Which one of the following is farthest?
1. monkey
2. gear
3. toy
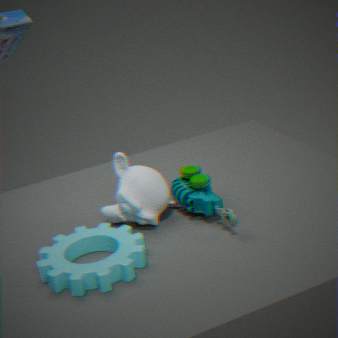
monkey
